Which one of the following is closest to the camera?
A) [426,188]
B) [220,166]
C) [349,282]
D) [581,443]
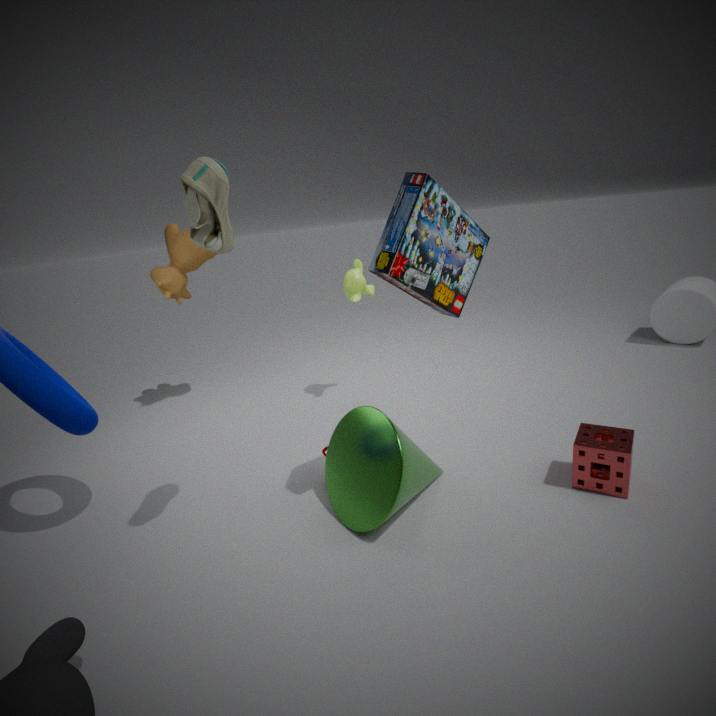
[220,166]
